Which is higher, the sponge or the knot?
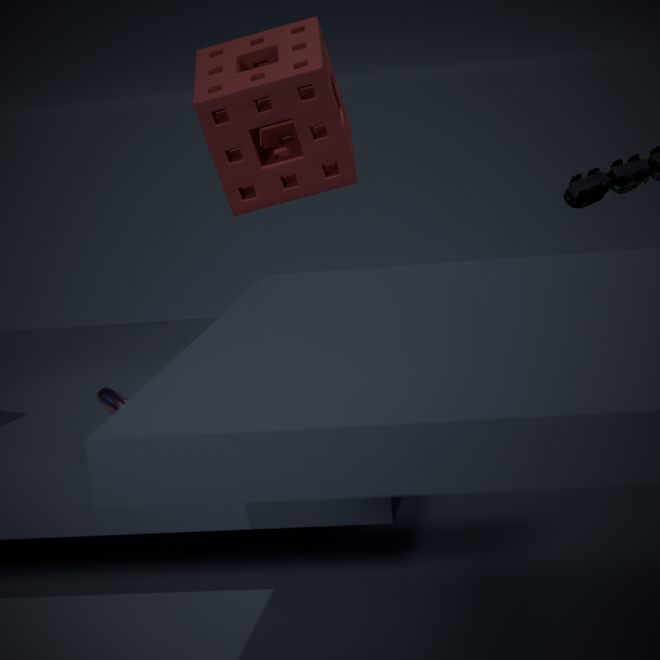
the sponge
